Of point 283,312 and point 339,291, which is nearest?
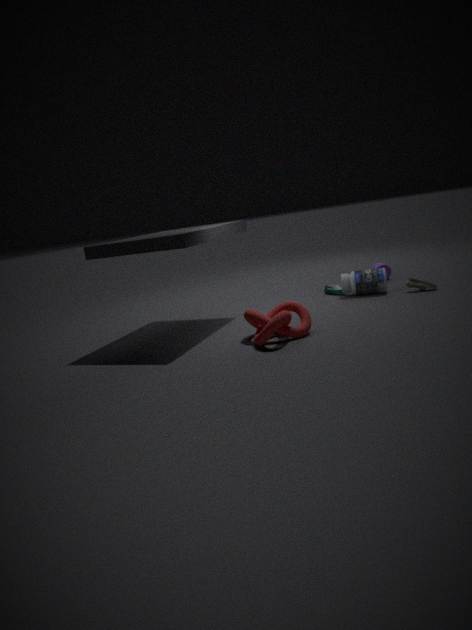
point 283,312
